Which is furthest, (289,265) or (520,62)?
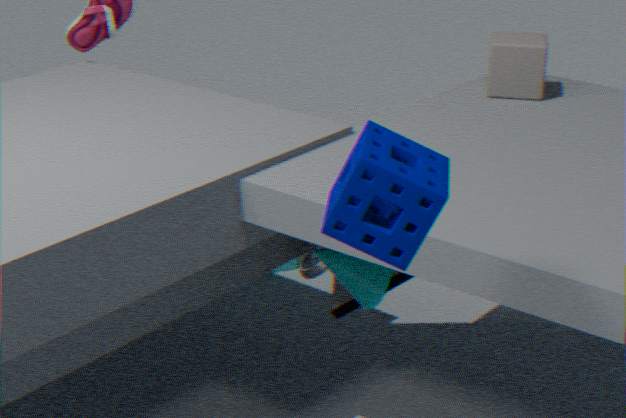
(289,265)
